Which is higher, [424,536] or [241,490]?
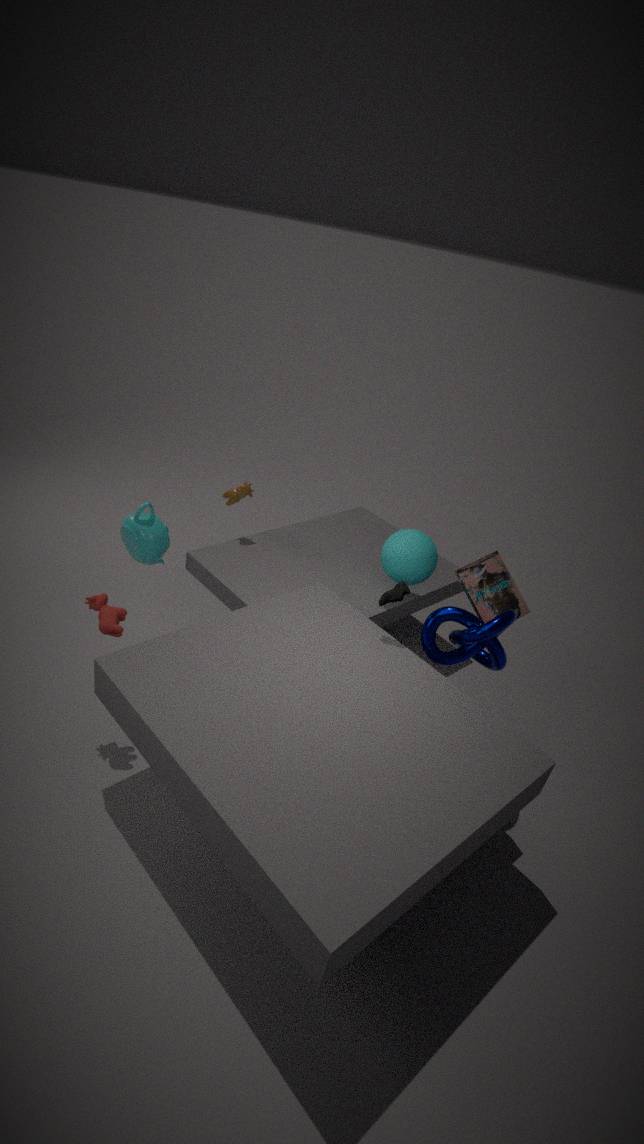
[424,536]
